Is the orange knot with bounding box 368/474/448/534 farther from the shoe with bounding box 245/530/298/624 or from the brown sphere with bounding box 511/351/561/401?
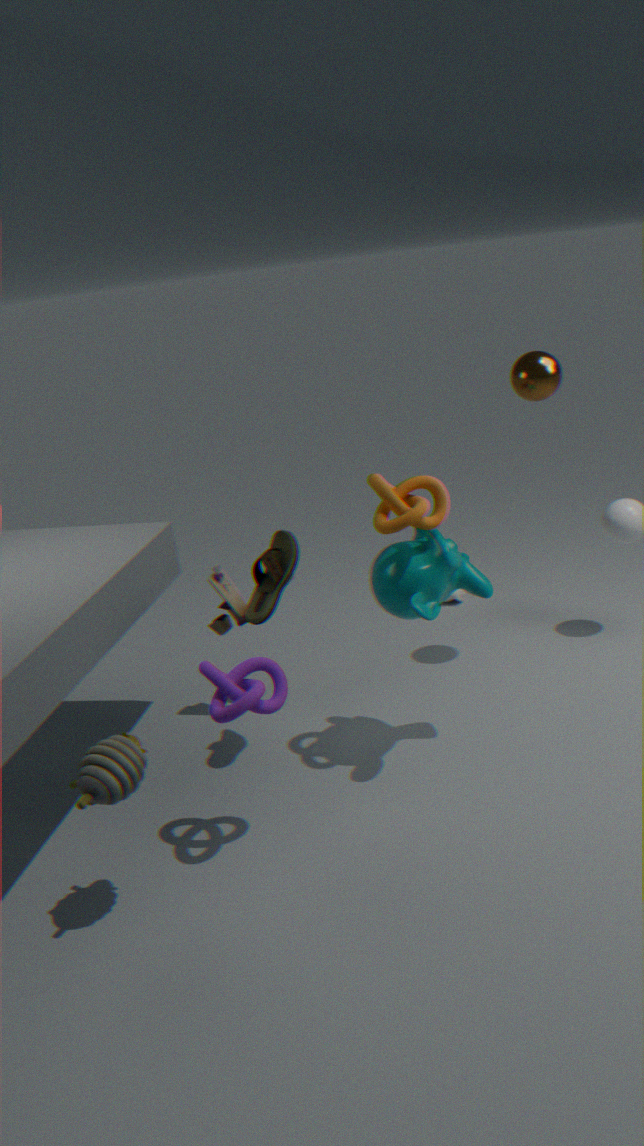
the brown sphere with bounding box 511/351/561/401
